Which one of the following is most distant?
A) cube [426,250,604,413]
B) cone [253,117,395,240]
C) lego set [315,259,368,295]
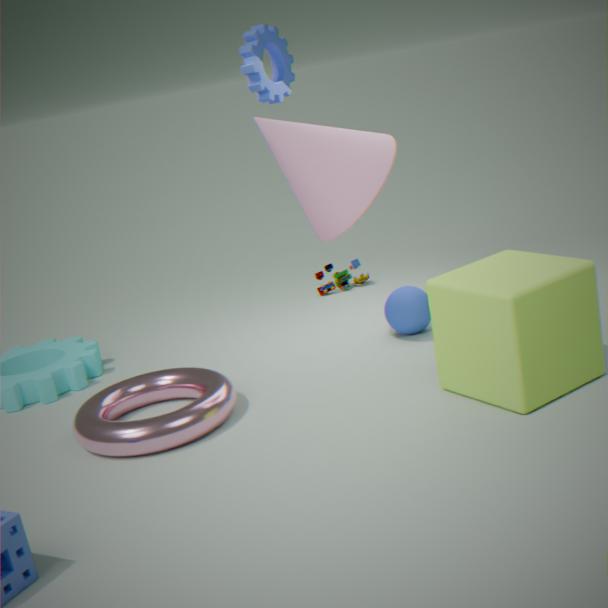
lego set [315,259,368,295]
